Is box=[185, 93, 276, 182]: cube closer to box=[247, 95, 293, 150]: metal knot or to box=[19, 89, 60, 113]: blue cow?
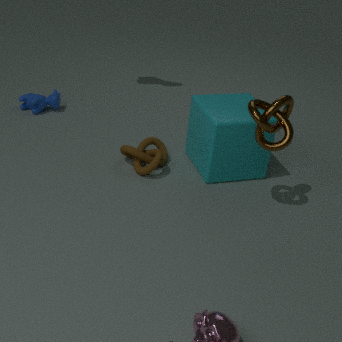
box=[247, 95, 293, 150]: metal knot
